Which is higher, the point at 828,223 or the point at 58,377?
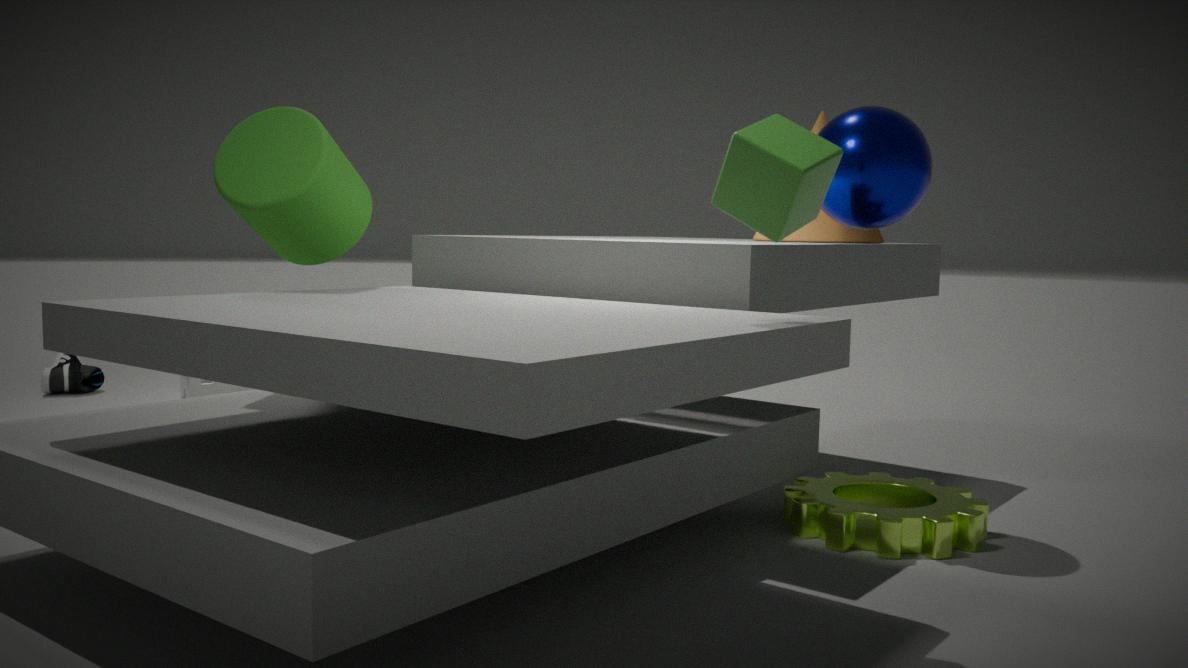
the point at 828,223
